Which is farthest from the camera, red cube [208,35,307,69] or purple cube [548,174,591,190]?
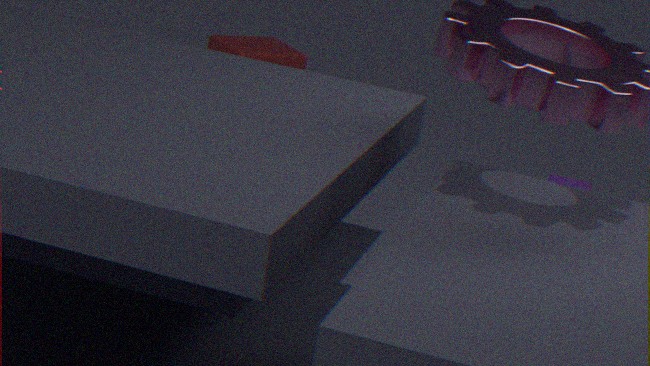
red cube [208,35,307,69]
